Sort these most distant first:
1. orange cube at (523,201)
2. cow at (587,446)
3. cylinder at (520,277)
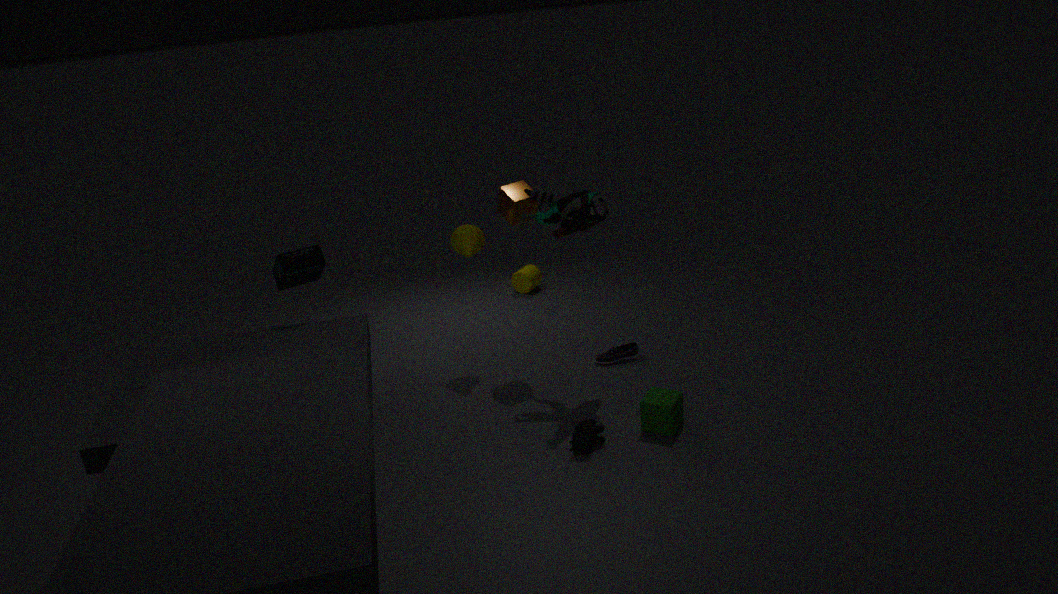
cylinder at (520,277), orange cube at (523,201), cow at (587,446)
